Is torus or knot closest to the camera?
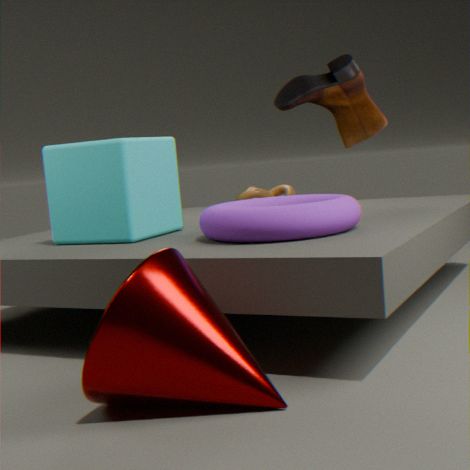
torus
